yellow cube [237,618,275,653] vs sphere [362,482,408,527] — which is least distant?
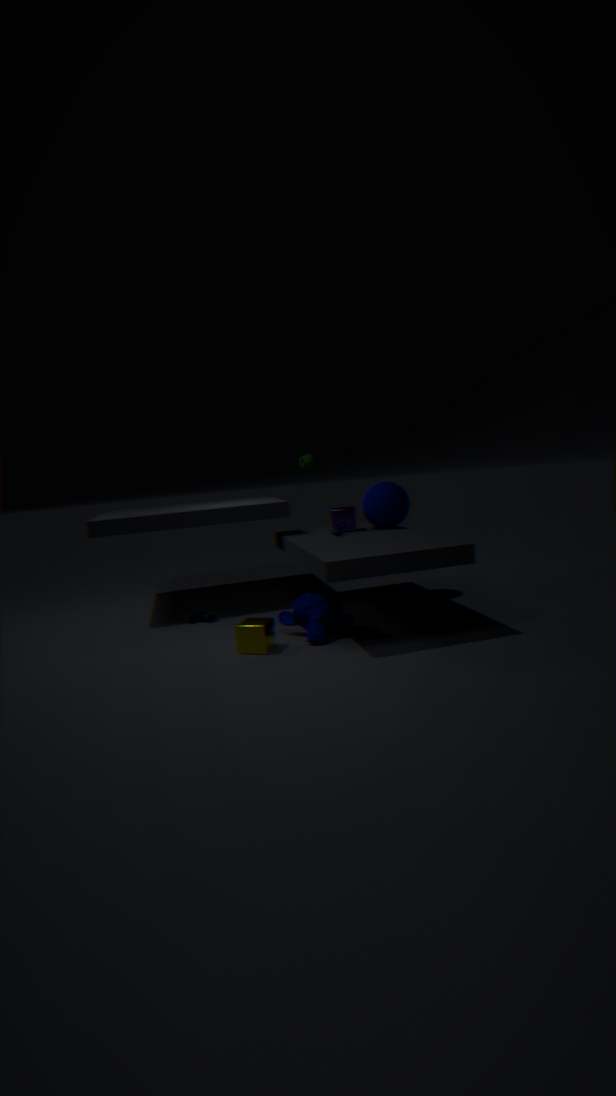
yellow cube [237,618,275,653]
